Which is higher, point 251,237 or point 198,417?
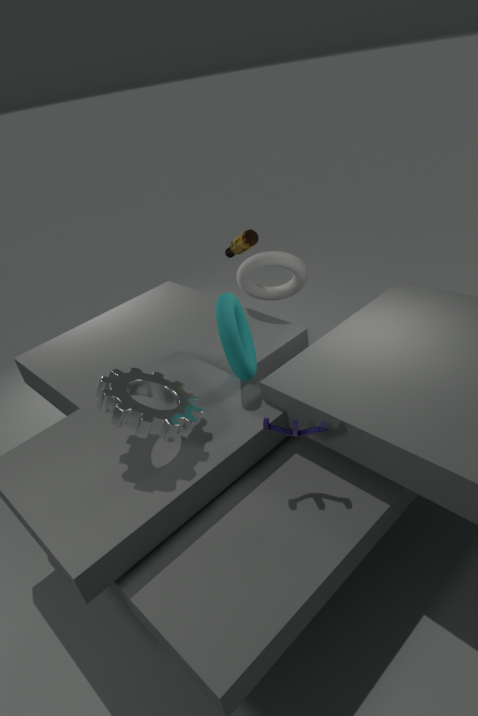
point 251,237
